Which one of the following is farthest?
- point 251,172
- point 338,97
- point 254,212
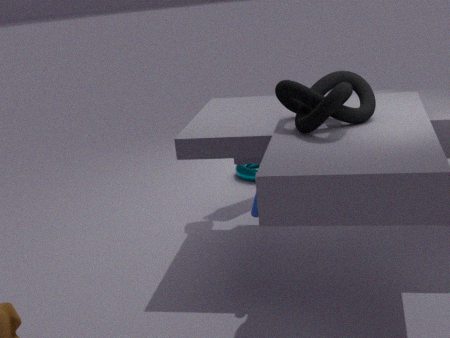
point 251,172
